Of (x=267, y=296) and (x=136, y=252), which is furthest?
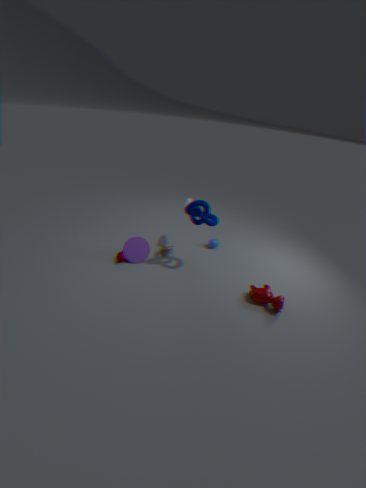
(x=136, y=252)
